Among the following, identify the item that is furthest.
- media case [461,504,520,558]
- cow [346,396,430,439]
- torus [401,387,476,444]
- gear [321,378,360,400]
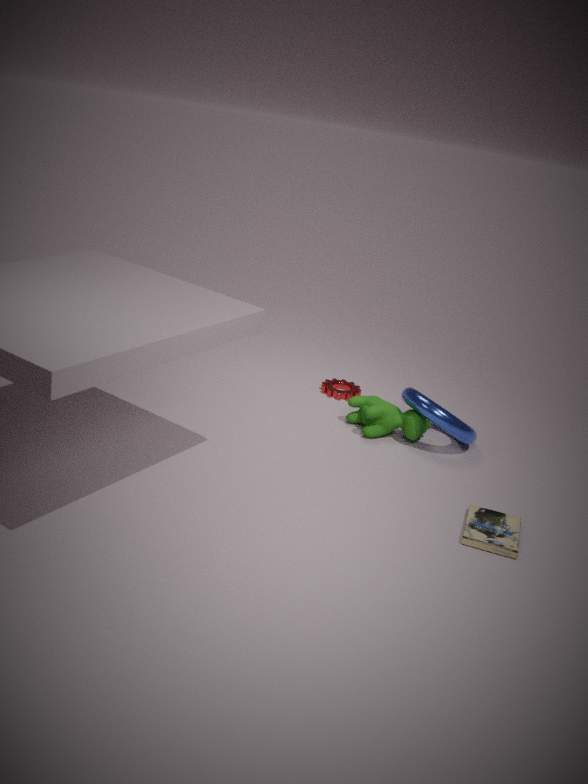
gear [321,378,360,400]
